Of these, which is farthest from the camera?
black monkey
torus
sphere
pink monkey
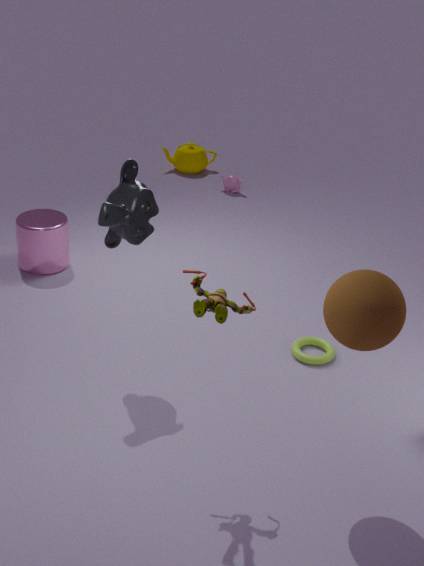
pink monkey
